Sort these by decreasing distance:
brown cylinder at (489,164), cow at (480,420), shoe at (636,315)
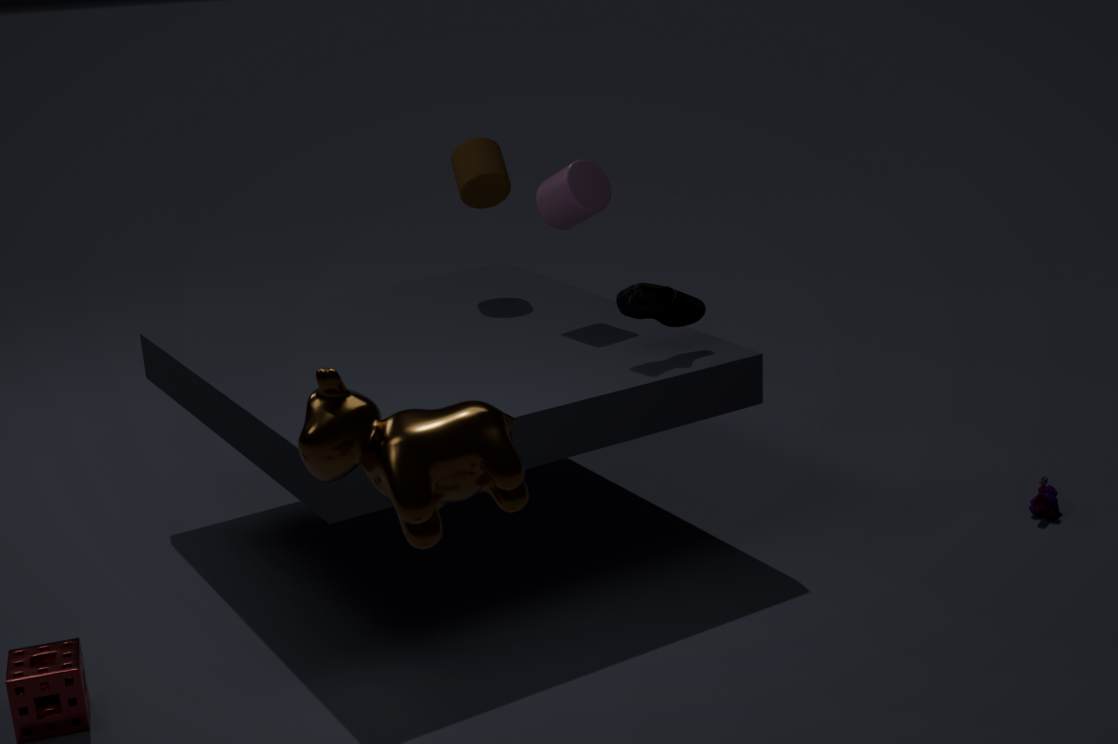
1. brown cylinder at (489,164)
2. shoe at (636,315)
3. cow at (480,420)
